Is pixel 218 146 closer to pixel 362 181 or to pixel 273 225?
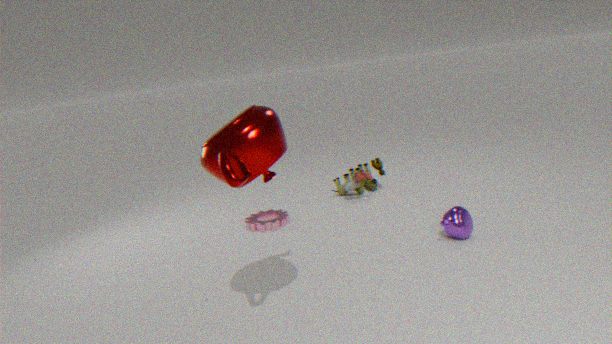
pixel 273 225
